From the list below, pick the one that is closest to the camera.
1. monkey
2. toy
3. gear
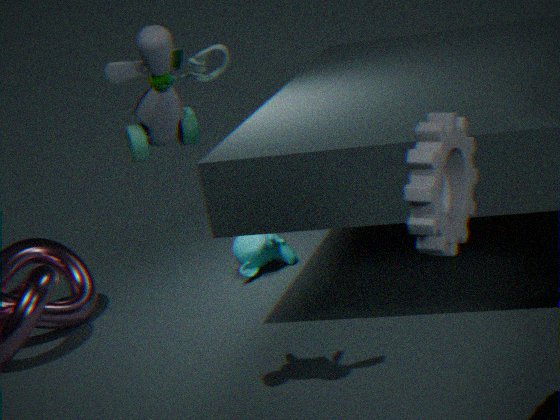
gear
